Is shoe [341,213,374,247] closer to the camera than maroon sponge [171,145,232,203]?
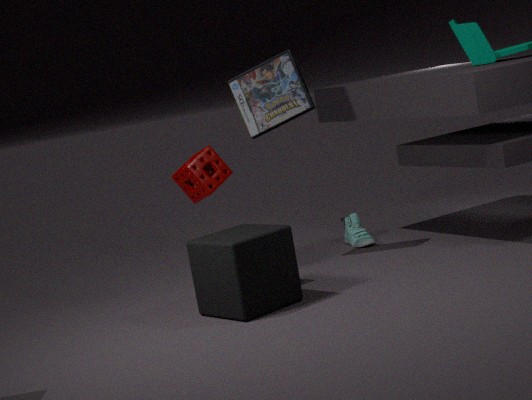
No
